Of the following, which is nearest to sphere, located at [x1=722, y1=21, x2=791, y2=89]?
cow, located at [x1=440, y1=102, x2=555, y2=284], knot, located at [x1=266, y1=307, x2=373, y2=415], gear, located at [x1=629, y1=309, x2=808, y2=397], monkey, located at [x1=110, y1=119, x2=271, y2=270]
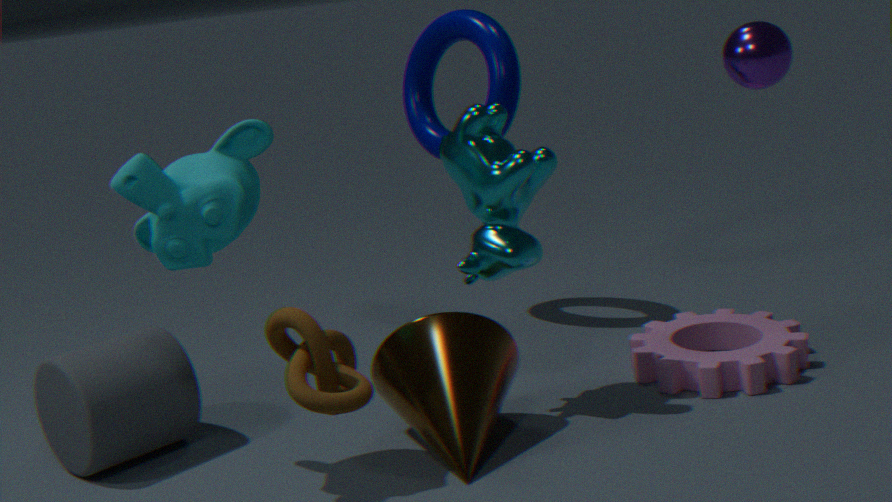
cow, located at [x1=440, y1=102, x2=555, y2=284]
